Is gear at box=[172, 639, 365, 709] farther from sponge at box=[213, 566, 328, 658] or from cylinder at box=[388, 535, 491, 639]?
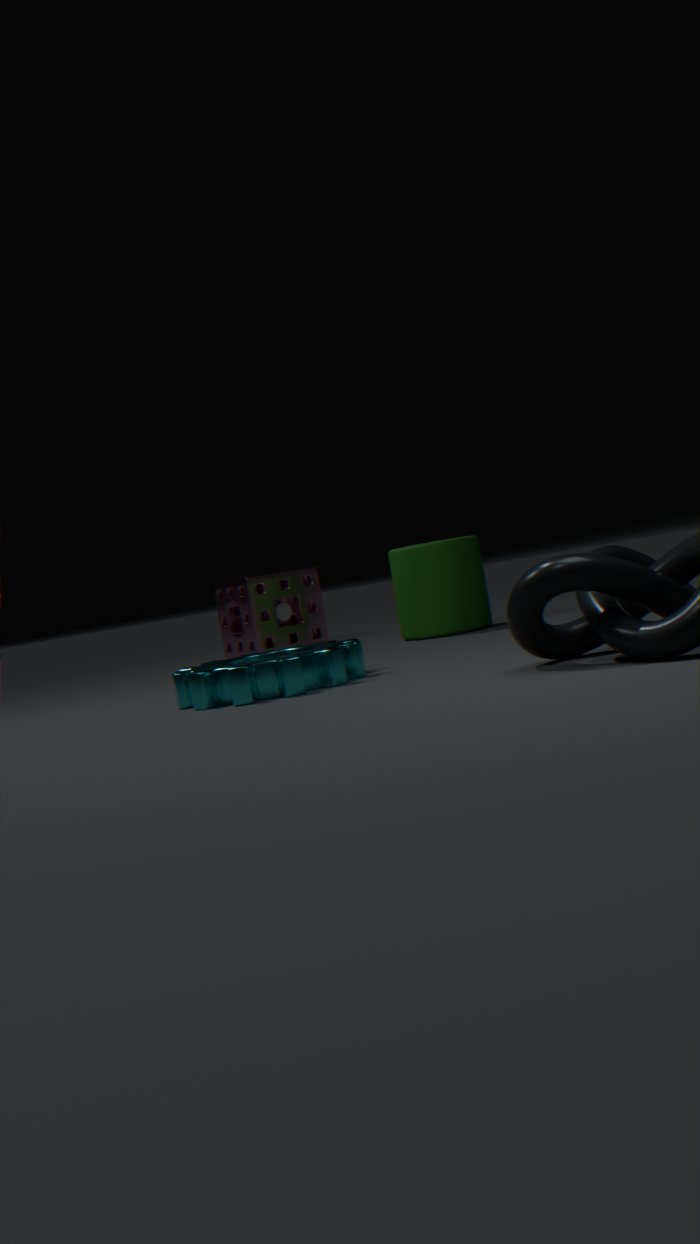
sponge at box=[213, 566, 328, 658]
